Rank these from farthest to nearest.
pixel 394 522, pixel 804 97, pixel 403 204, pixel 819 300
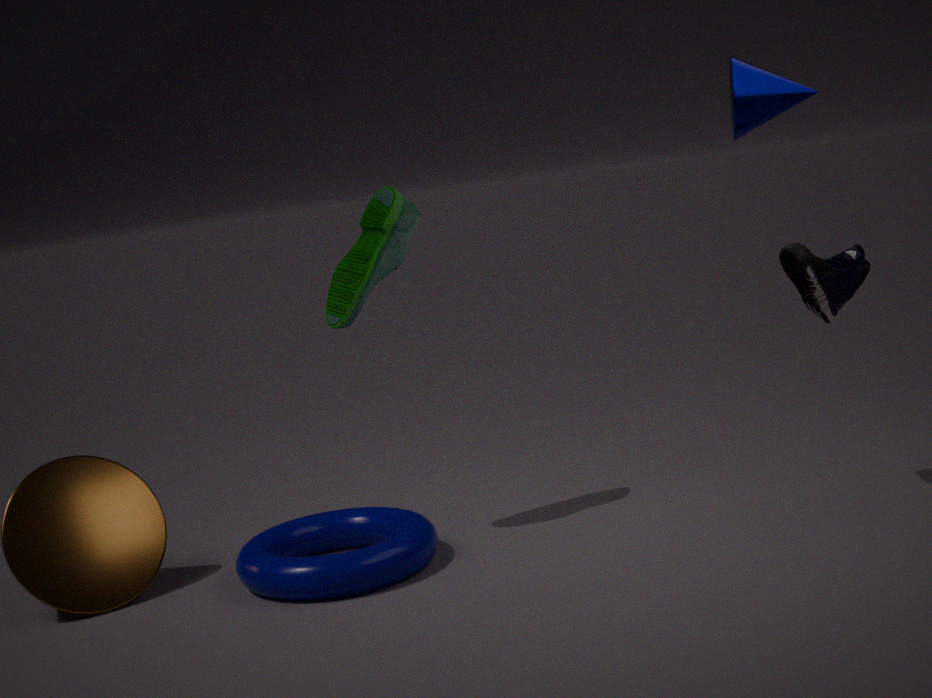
pixel 394 522 < pixel 403 204 < pixel 819 300 < pixel 804 97
